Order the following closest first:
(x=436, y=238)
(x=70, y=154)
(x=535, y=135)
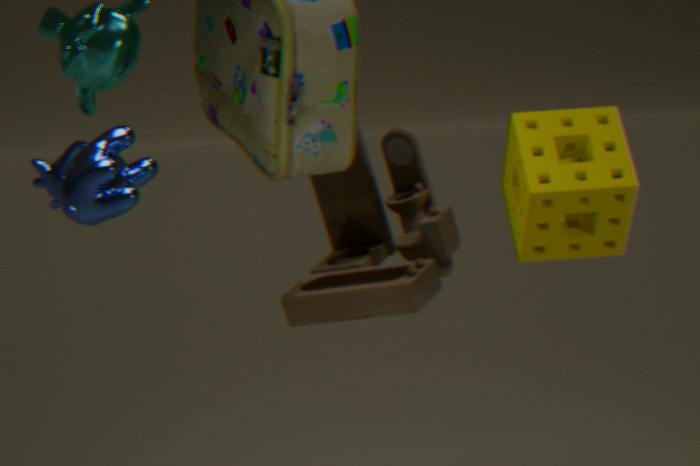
(x=70, y=154), (x=535, y=135), (x=436, y=238)
